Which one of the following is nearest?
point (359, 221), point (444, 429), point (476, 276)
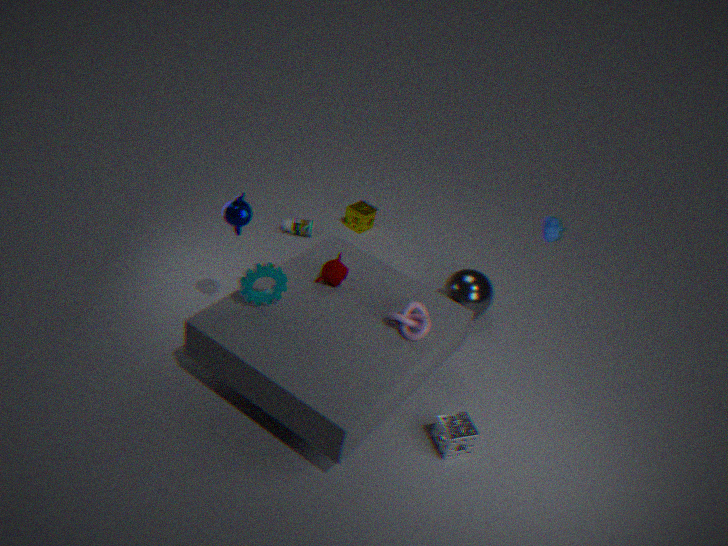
point (444, 429)
